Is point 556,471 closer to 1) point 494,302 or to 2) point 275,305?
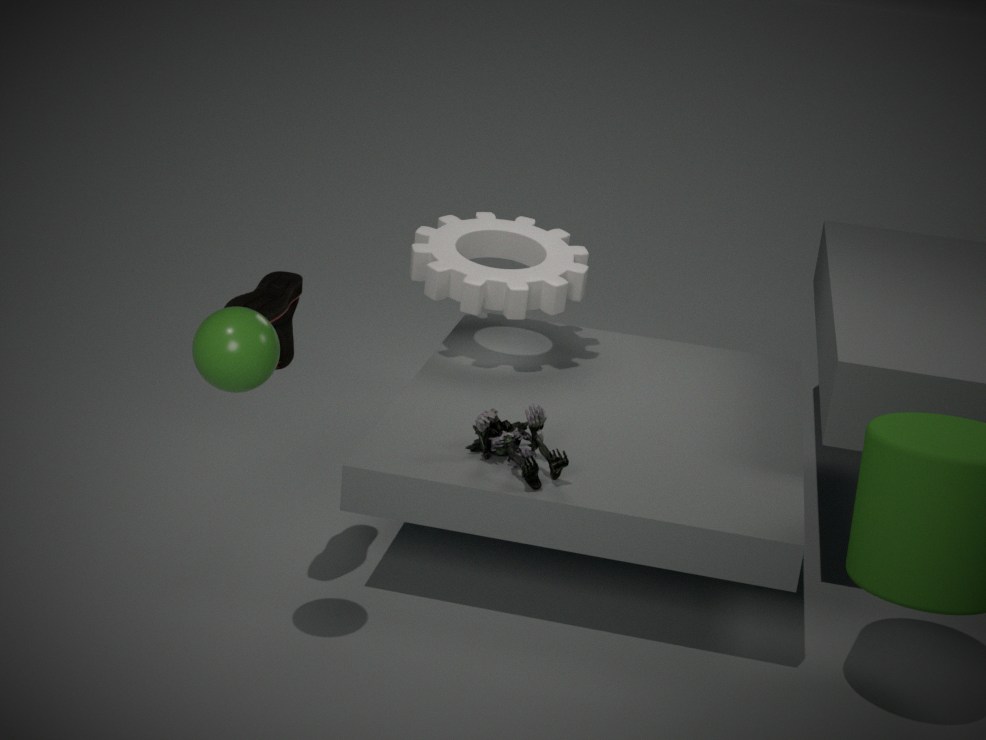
2) point 275,305
